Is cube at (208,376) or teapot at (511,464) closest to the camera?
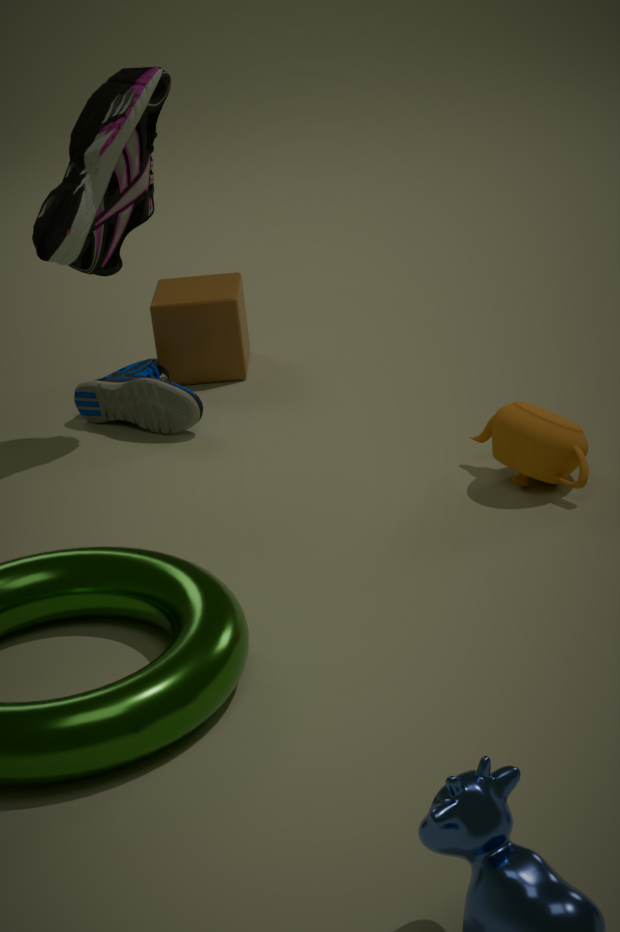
teapot at (511,464)
